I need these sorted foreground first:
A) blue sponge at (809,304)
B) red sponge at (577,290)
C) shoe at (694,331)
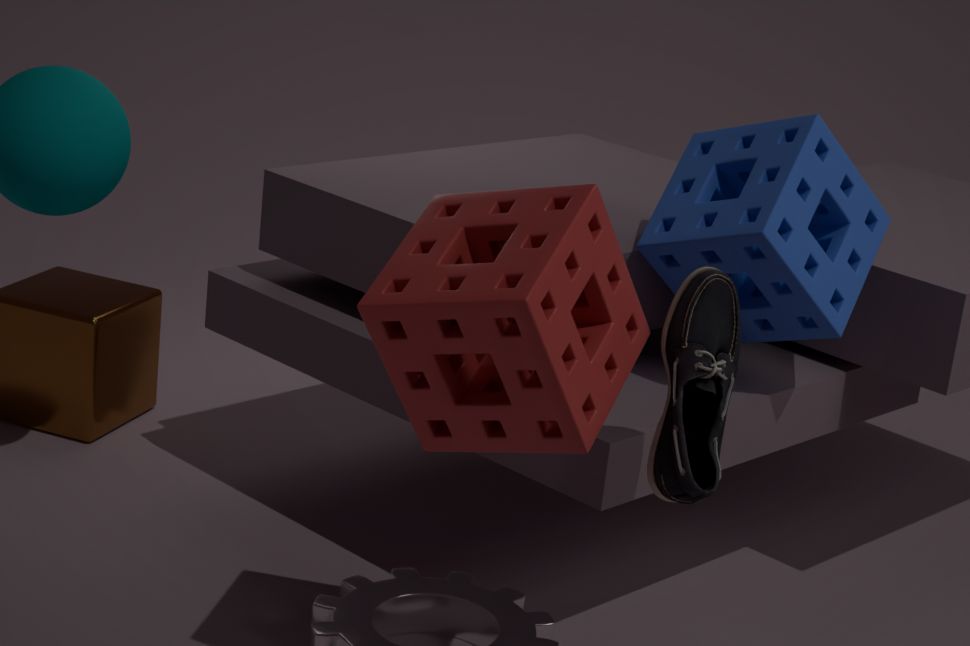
1. red sponge at (577,290)
2. shoe at (694,331)
3. blue sponge at (809,304)
